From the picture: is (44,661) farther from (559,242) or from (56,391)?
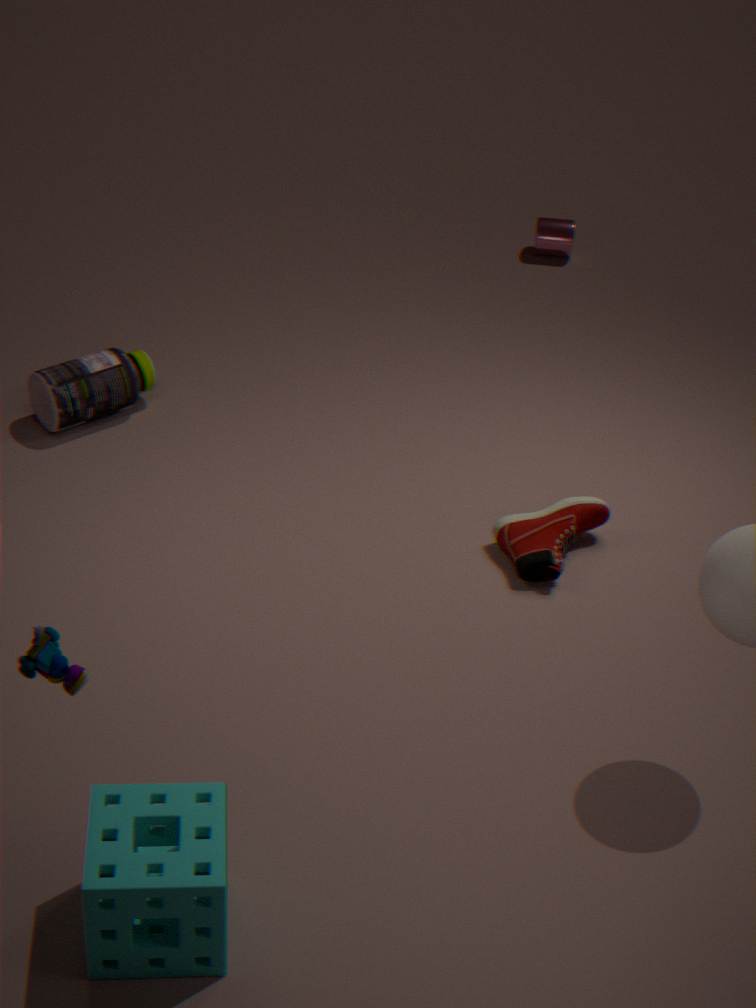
(559,242)
